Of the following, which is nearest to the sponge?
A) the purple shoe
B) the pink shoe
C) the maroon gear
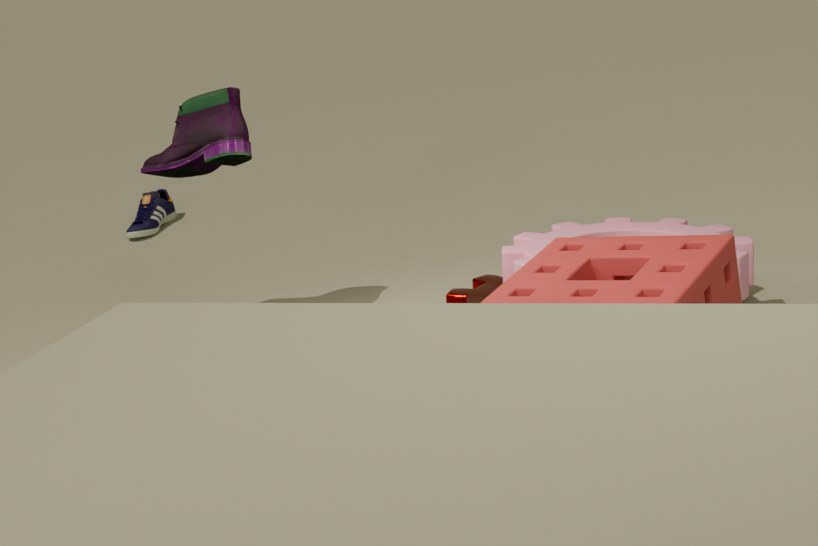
the maroon gear
